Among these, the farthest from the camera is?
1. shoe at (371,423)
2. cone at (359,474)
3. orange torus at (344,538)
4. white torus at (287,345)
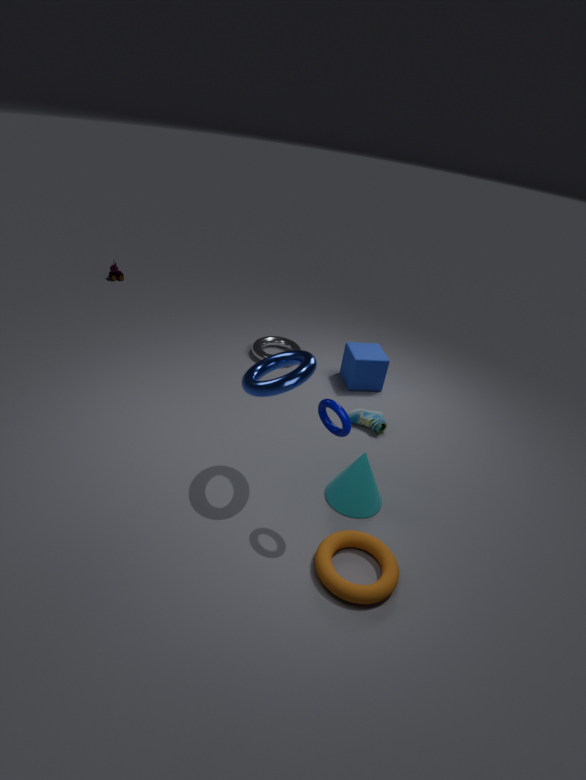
white torus at (287,345)
